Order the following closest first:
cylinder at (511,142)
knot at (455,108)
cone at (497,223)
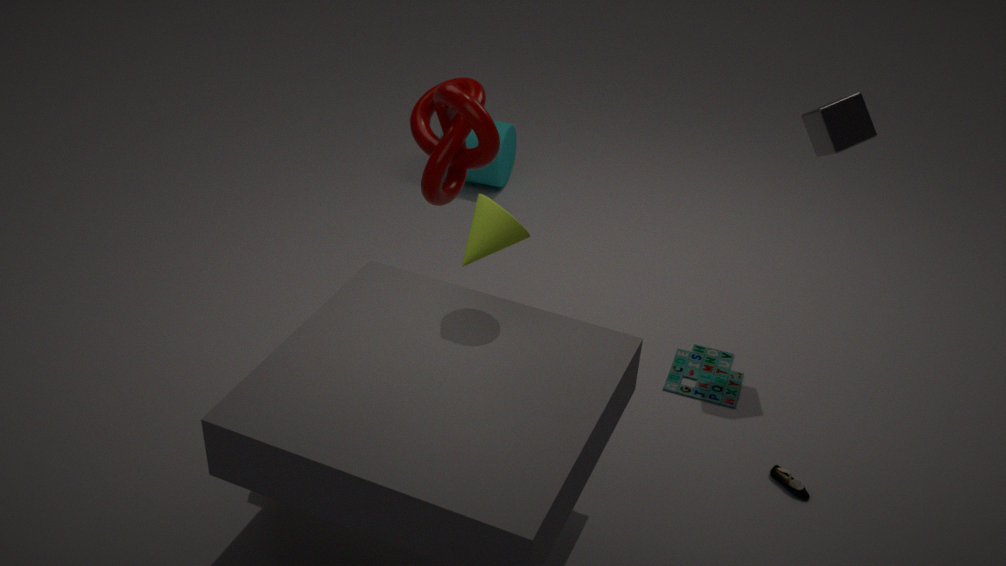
1. cone at (497,223)
2. knot at (455,108)
3. cylinder at (511,142)
